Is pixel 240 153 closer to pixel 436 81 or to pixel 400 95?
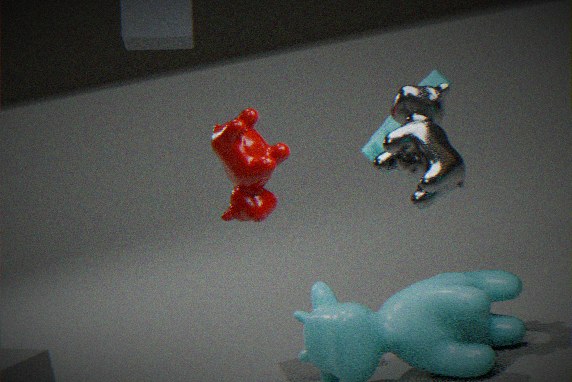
pixel 400 95
